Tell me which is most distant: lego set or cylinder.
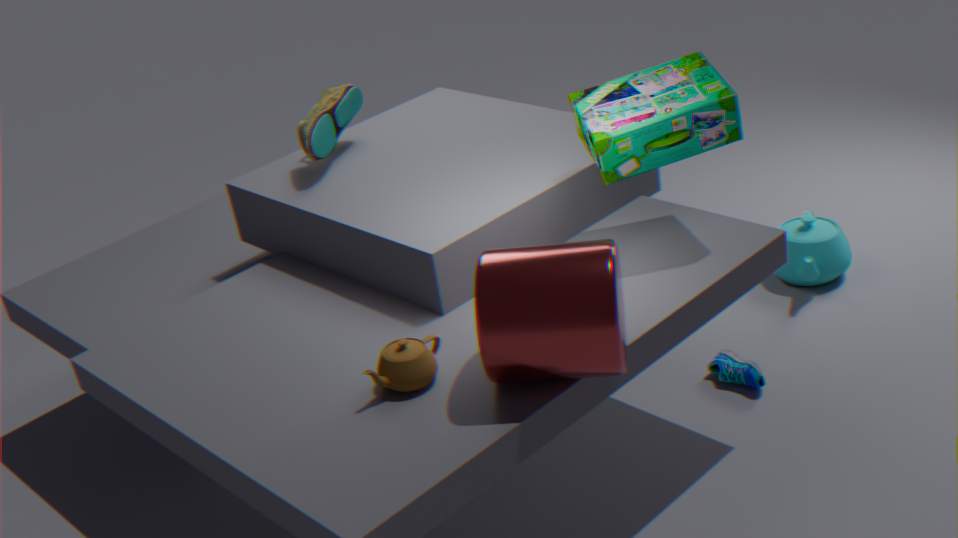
lego set
